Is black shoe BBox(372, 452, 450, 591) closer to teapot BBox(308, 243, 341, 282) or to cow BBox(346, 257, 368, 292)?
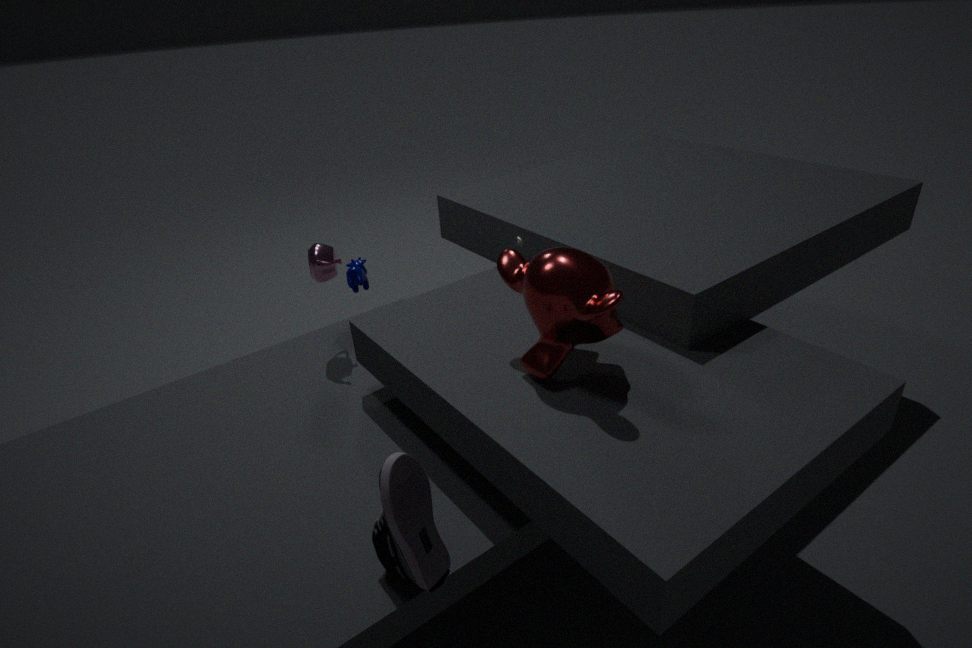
teapot BBox(308, 243, 341, 282)
